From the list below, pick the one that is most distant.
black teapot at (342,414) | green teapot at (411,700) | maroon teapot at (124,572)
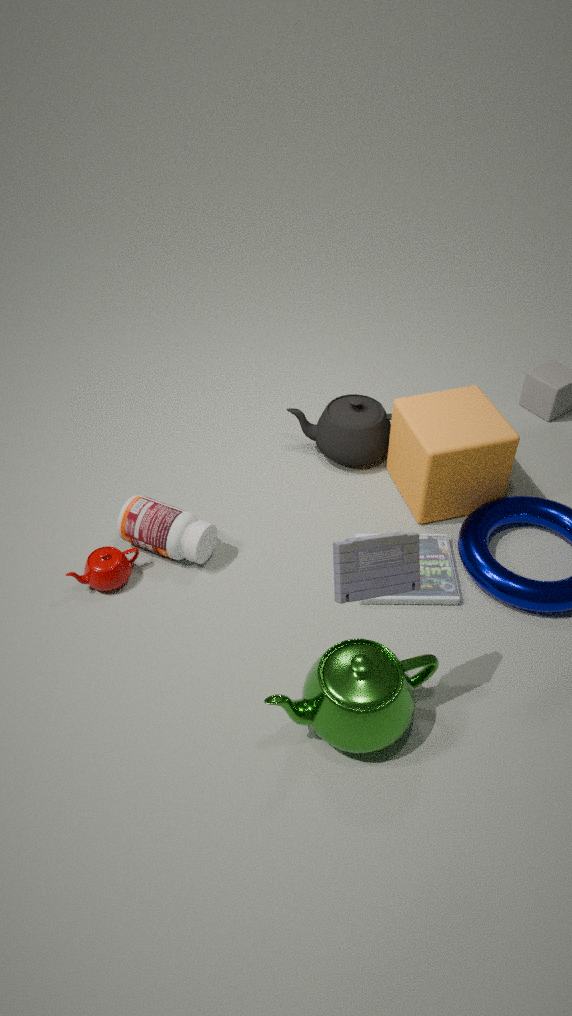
black teapot at (342,414)
